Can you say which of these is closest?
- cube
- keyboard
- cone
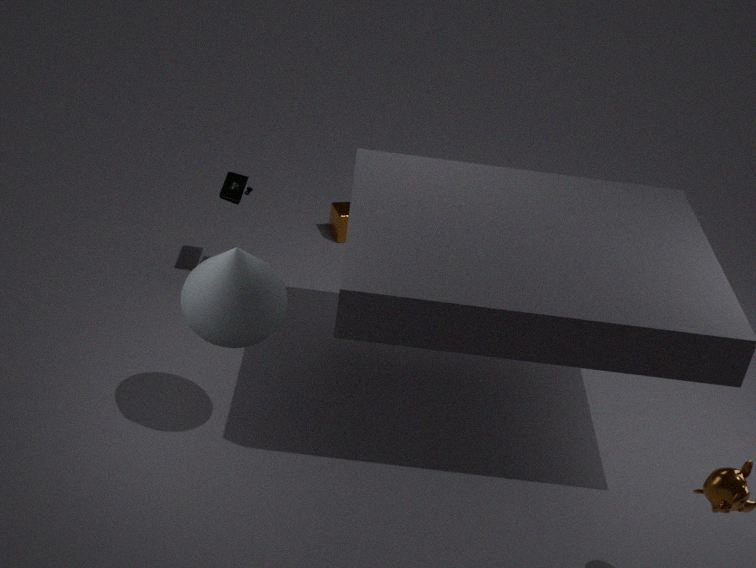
cone
